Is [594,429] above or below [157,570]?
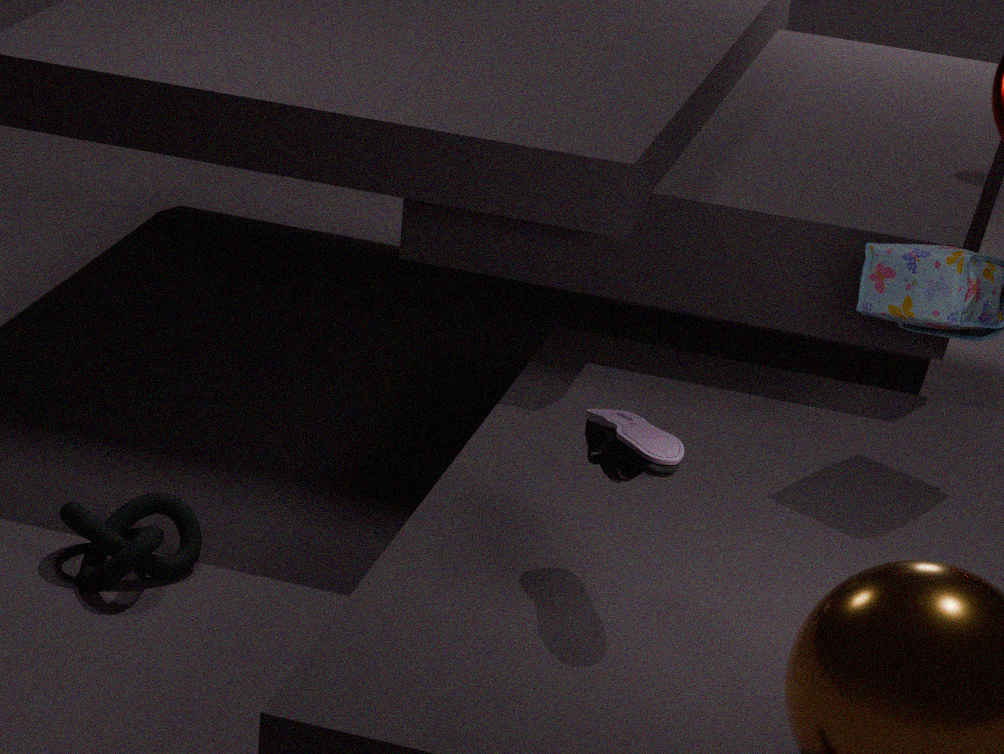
above
